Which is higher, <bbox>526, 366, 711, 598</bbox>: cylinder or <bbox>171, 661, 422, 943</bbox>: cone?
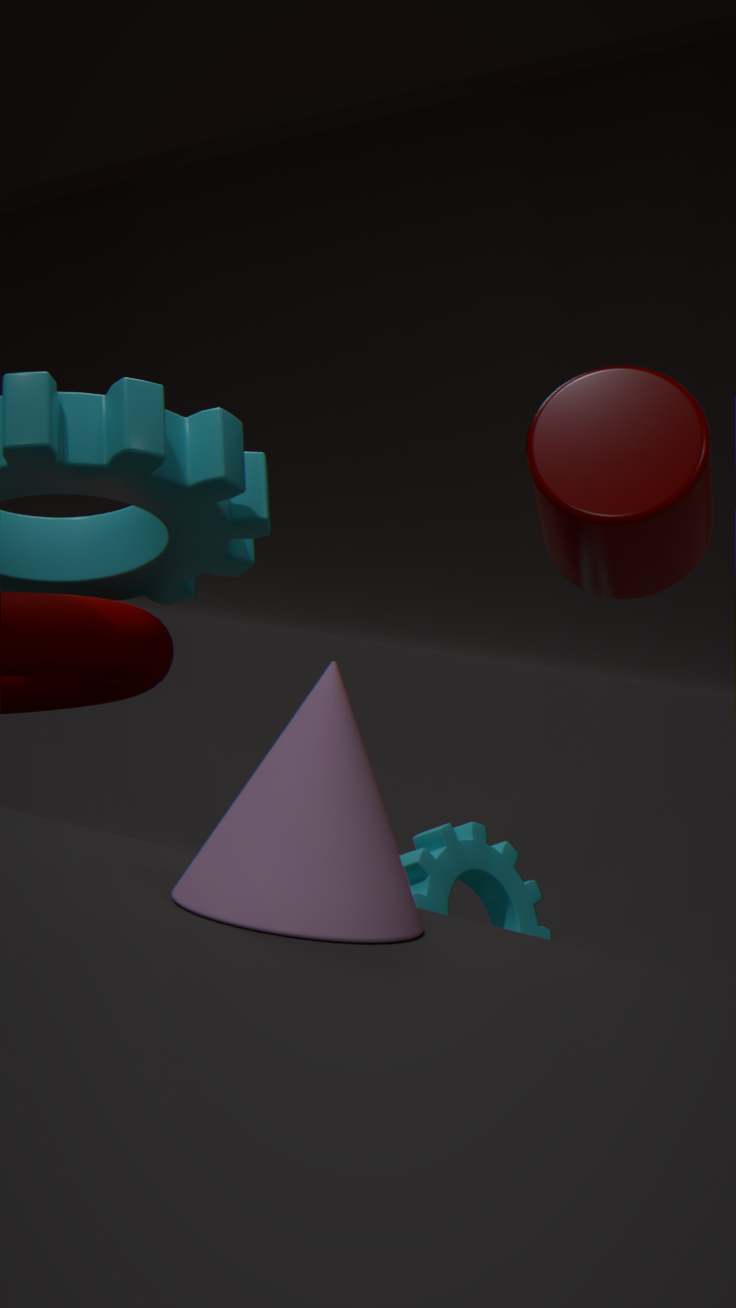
<bbox>526, 366, 711, 598</bbox>: cylinder
